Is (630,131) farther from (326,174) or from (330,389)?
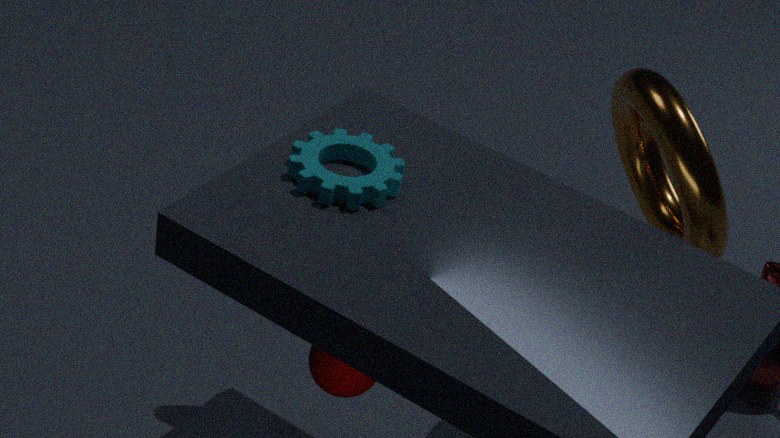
(330,389)
